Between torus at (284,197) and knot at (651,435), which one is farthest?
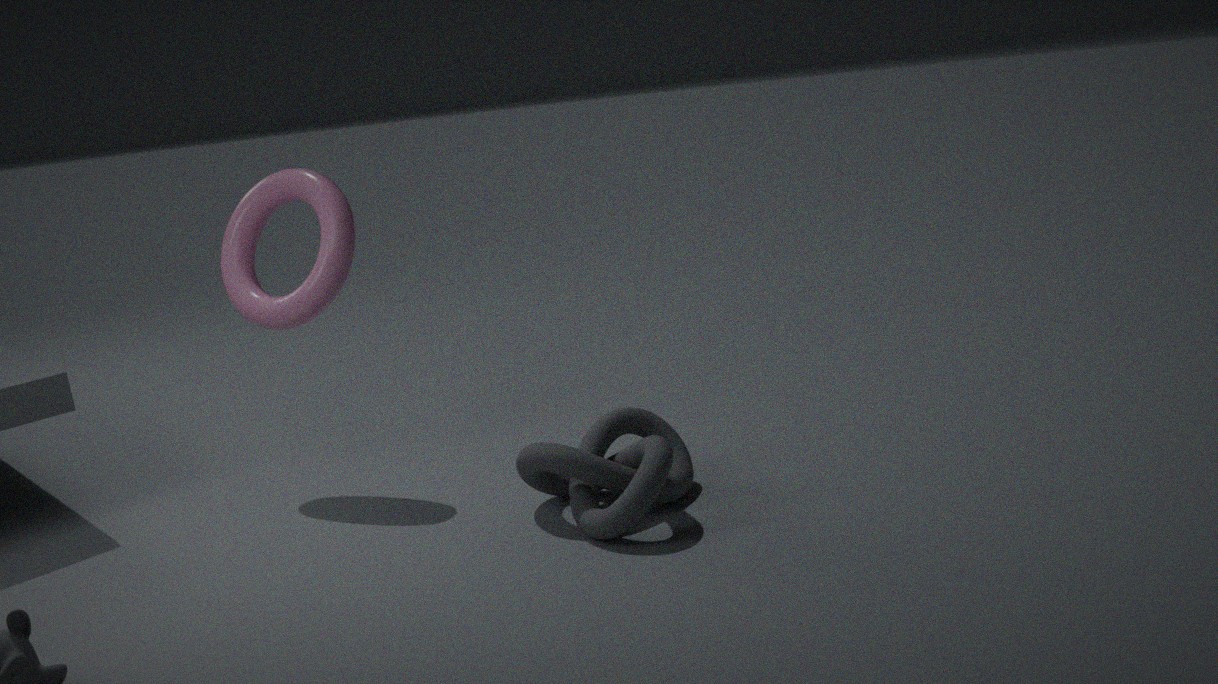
torus at (284,197)
